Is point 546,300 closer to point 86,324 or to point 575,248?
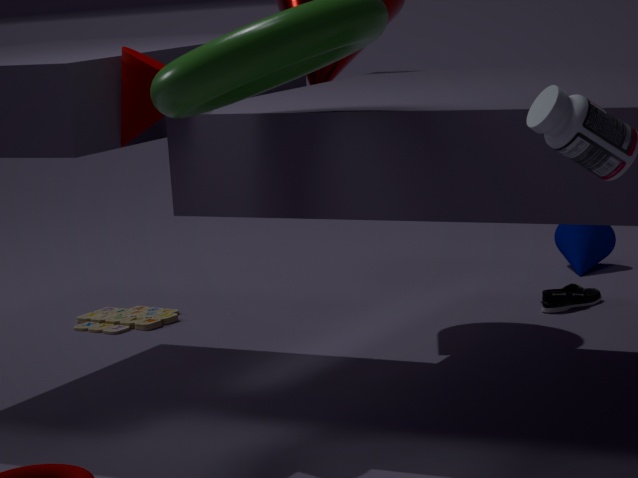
point 575,248
